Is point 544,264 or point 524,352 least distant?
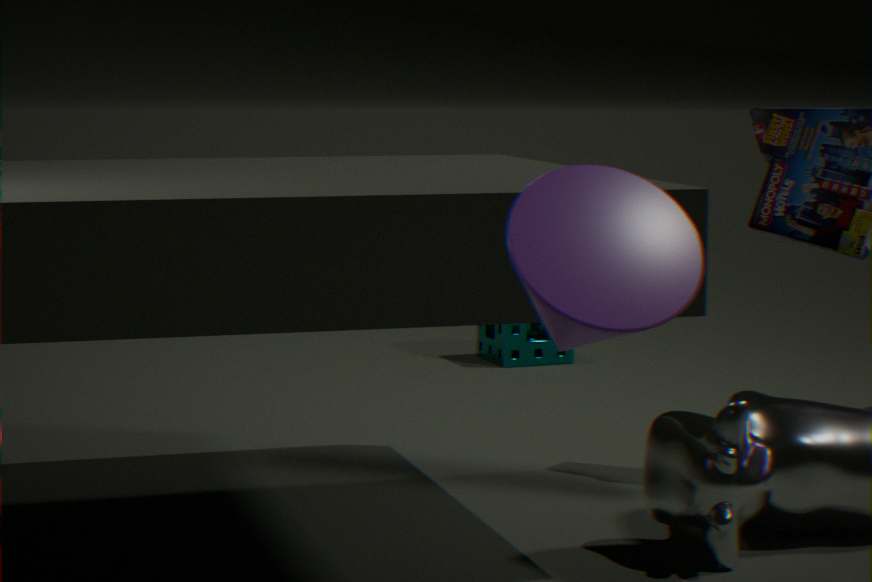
point 544,264
